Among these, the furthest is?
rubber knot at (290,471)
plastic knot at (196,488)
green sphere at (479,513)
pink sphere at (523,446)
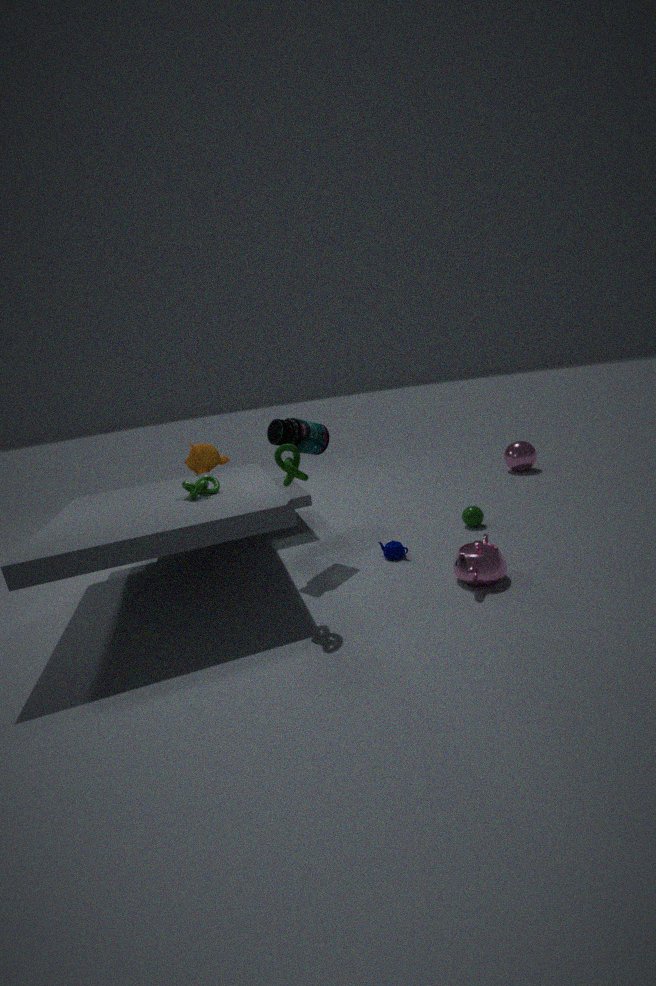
pink sphere at (523,446)
